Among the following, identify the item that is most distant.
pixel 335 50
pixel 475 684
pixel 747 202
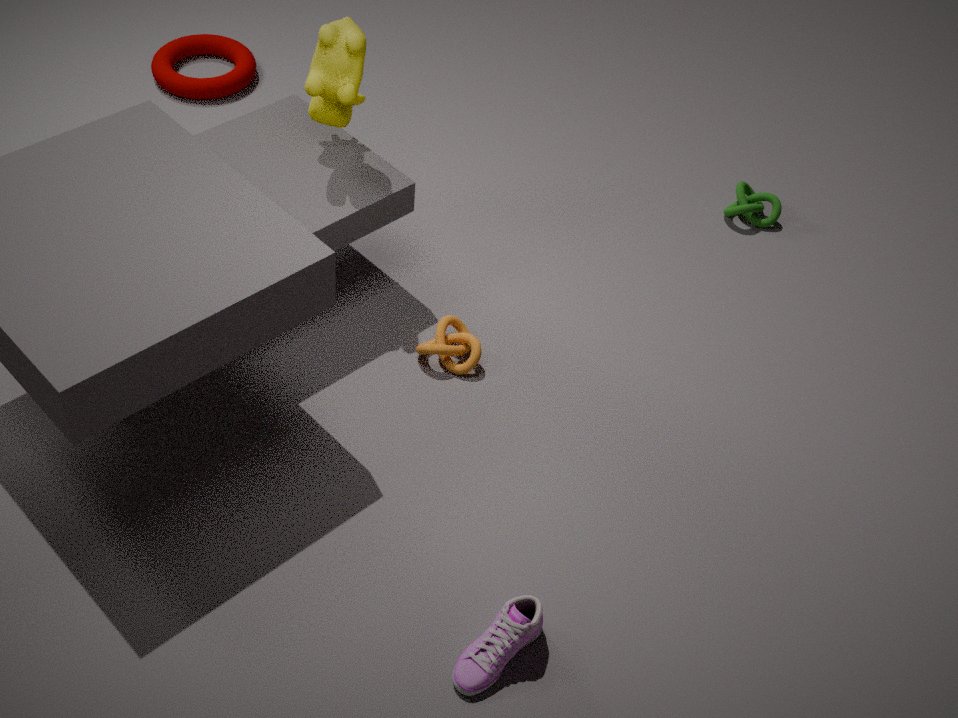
pixel 747 202
